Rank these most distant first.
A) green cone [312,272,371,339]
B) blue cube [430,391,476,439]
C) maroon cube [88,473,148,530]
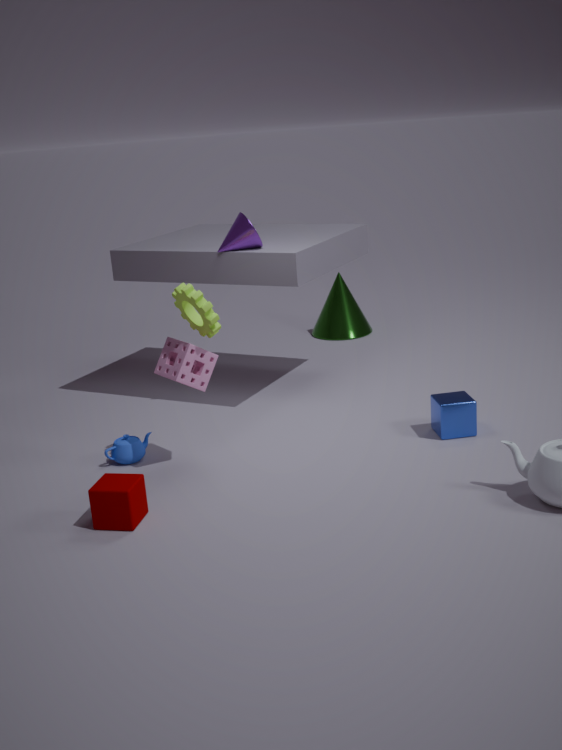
green cone [312,272,371,339] < blue cube [430,391,476,439] < maroon cube [88,473,148,530]
